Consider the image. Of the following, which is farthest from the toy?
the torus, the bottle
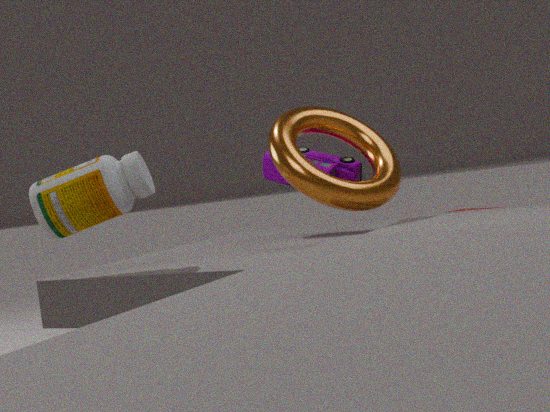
the bottle
